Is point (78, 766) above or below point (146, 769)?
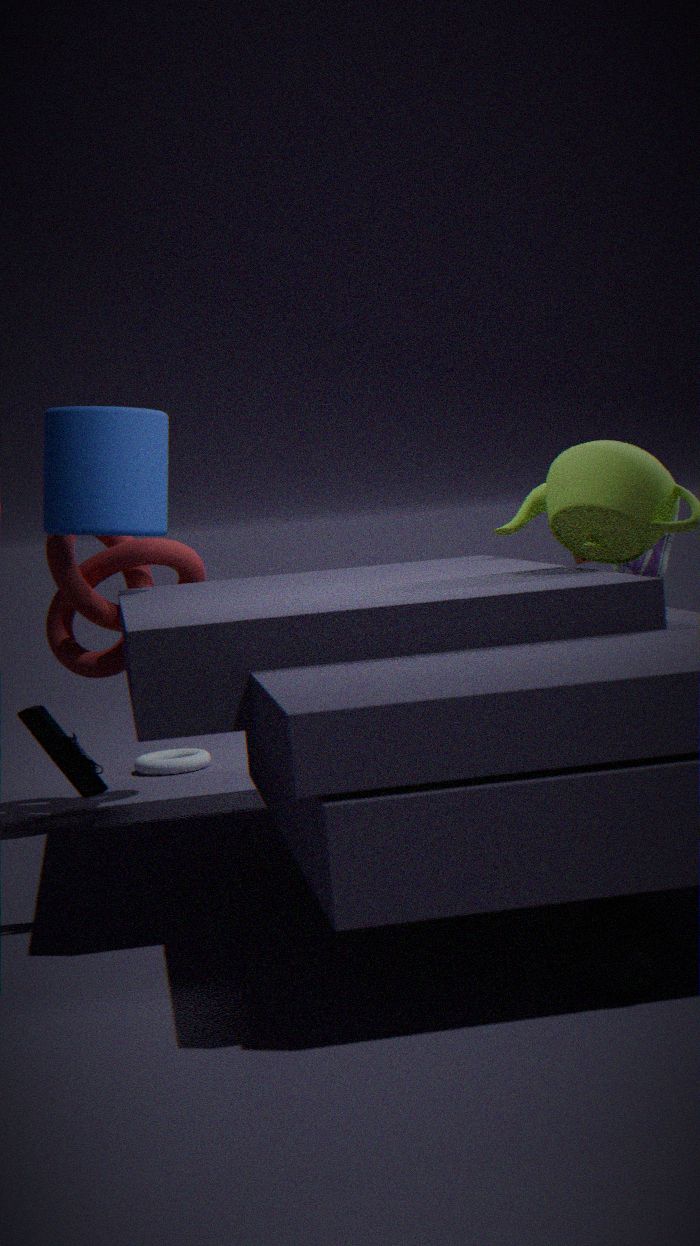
above
